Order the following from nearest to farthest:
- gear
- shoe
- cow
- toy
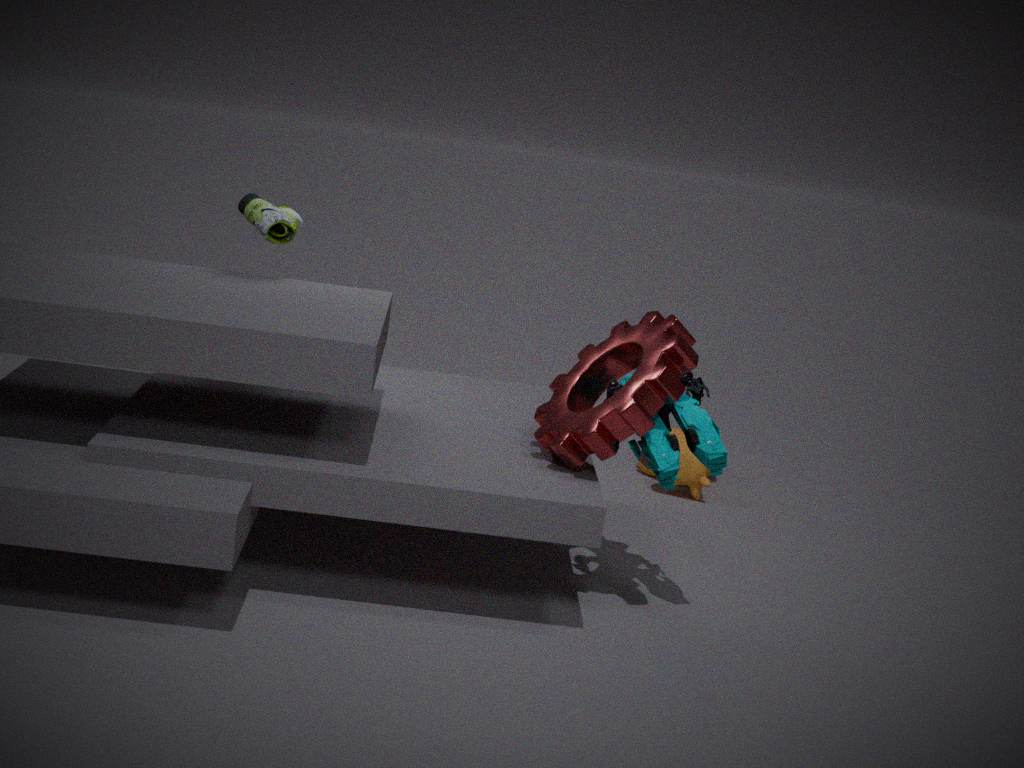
1. gear
2. toy
3. shoe
4. cow
